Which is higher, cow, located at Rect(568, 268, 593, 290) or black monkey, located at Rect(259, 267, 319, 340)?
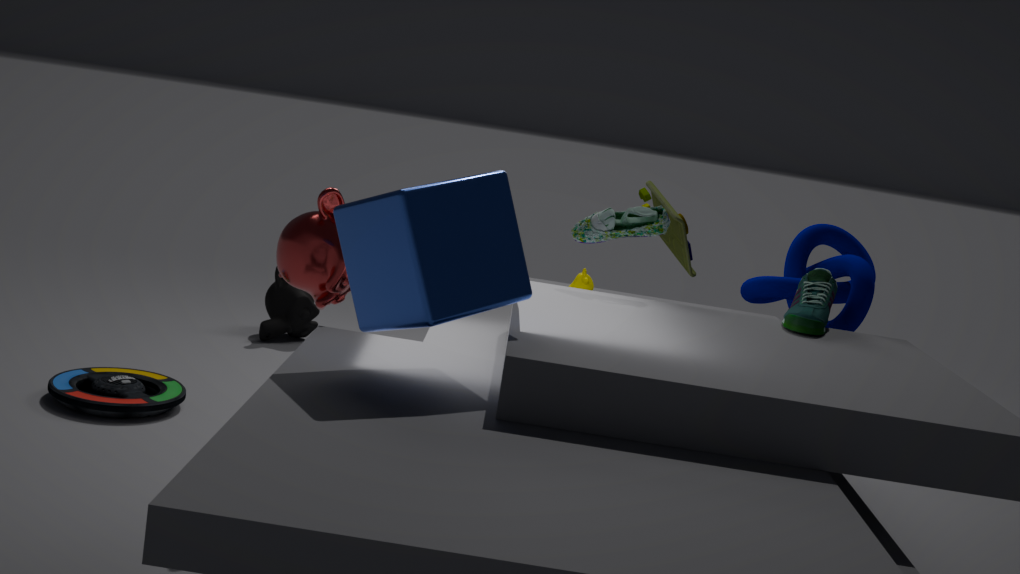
cow, located at Rect(568, 268, 593, 290)
